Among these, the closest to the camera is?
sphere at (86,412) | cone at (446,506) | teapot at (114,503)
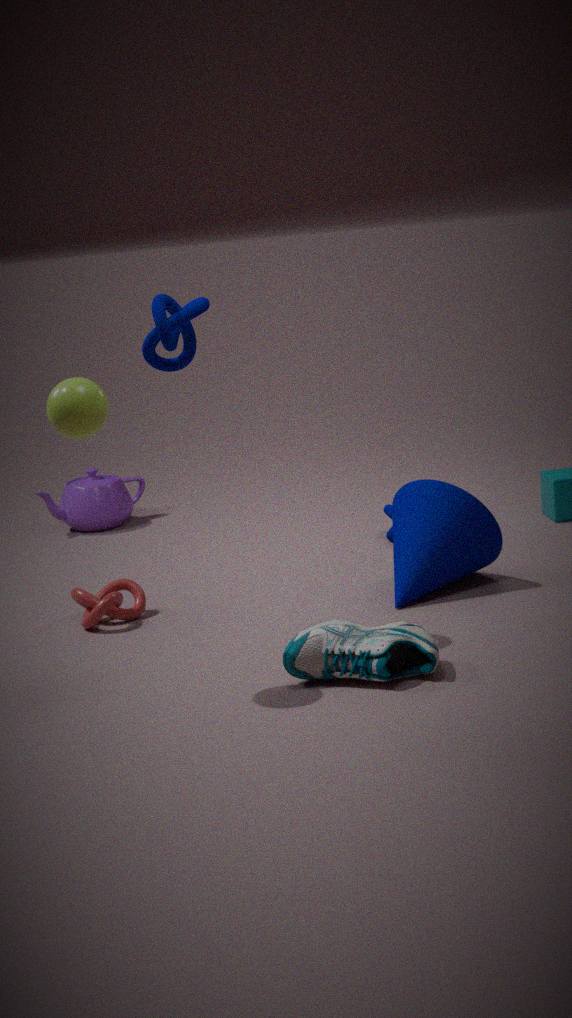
sphere at (86,412)
